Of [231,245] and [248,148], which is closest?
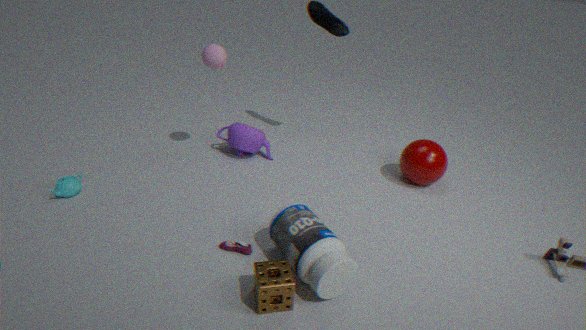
[231,245]
